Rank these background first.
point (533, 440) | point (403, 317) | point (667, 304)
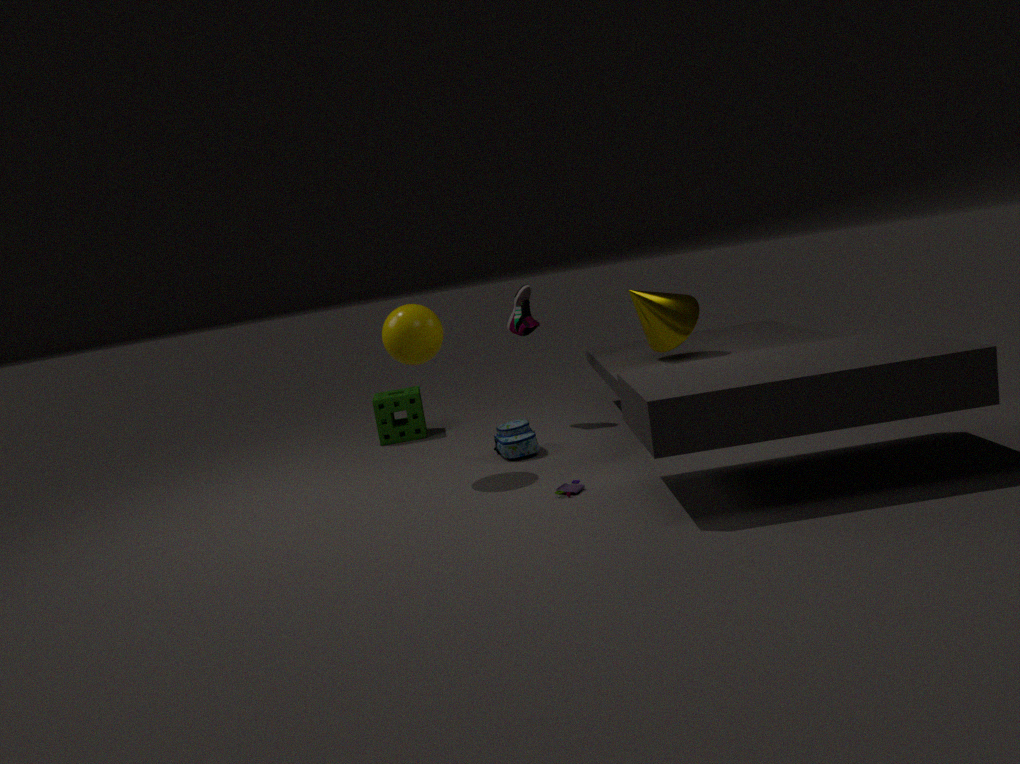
point (533, 440) < point (667, 304) < point (403, 317)
